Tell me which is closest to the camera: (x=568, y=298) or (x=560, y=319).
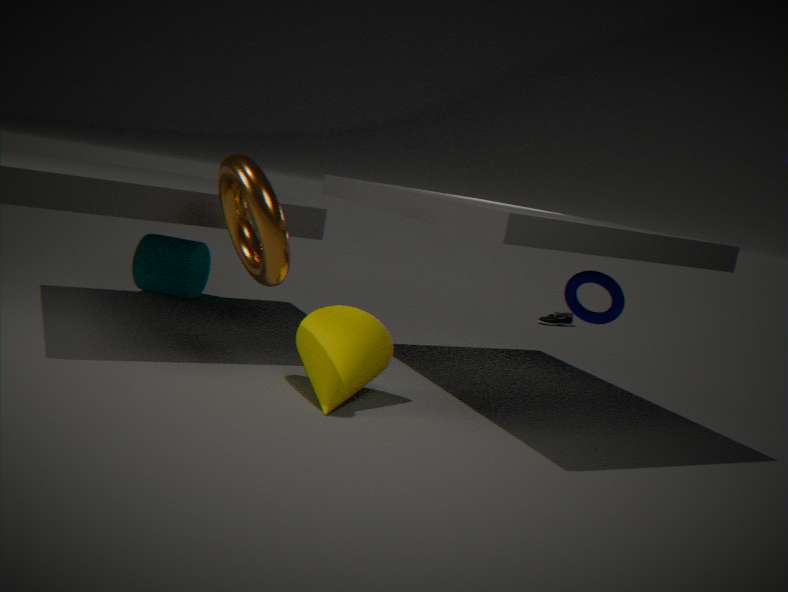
(x=568, y=298)
